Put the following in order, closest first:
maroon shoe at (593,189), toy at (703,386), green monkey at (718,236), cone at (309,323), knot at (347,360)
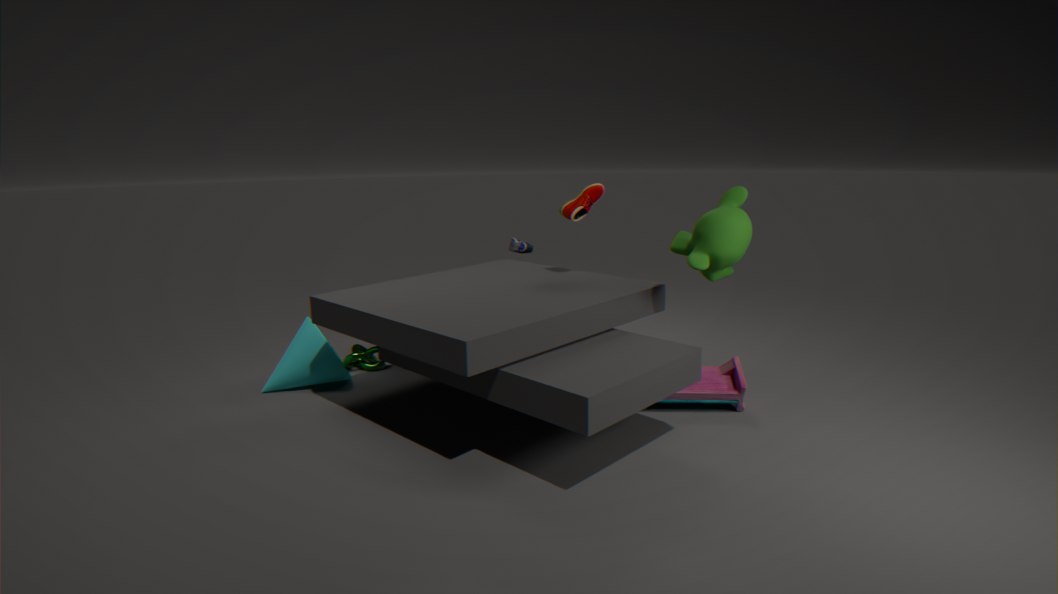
green monkey at (718,236) < toy at (703,386) < maroon shoe at (593,189) < cone at (309,323) < knot at (347,360)
